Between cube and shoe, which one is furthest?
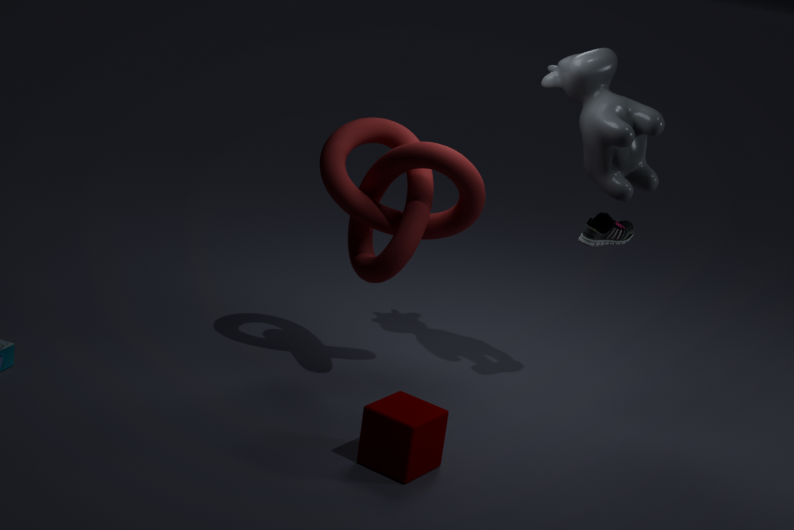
shoe
